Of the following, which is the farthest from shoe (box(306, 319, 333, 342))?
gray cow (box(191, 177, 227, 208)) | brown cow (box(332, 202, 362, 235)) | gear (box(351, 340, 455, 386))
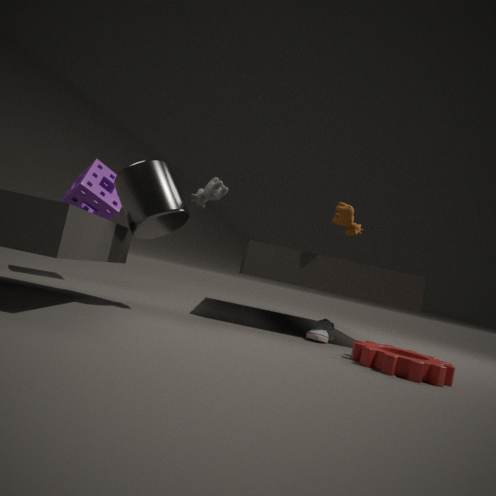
gray cow (box(191, 177, 227, 208))
